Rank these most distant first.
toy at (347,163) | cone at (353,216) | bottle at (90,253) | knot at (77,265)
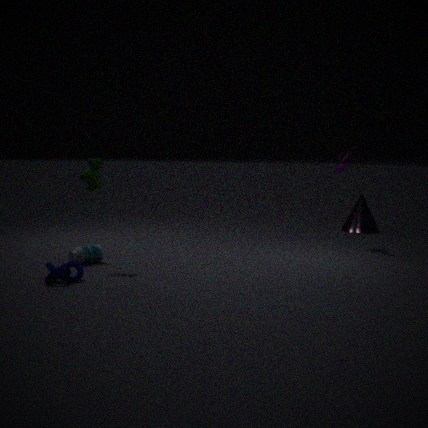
cone at (353,216) < toy at (347,163) < bottle at (90,253) < knot at (77,265)
